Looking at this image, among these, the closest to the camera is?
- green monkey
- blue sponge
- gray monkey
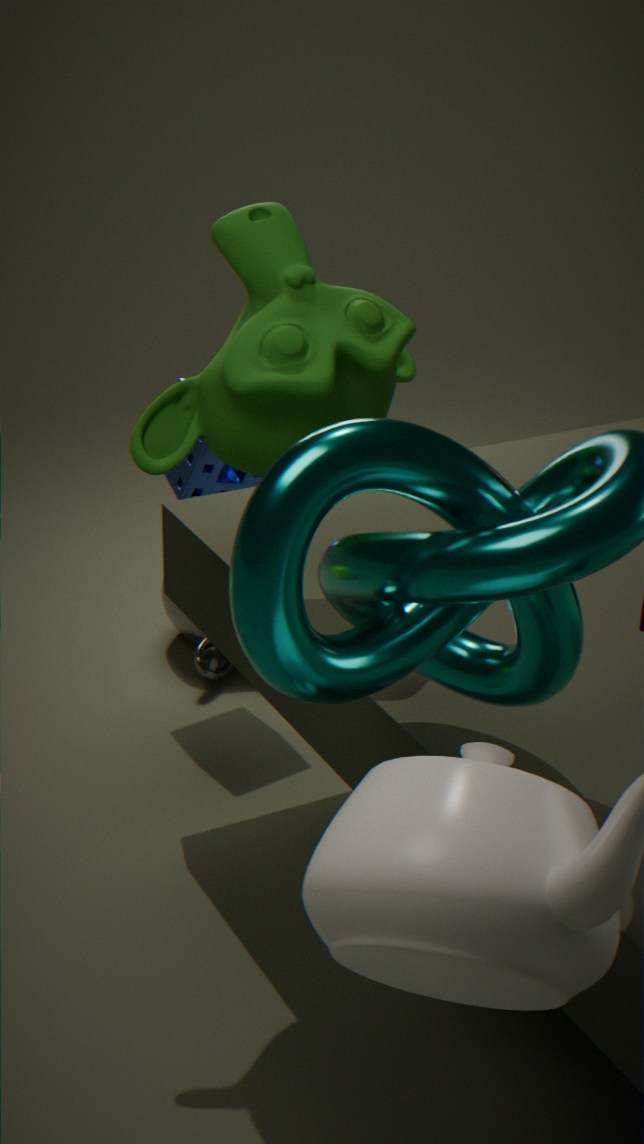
green monkey
